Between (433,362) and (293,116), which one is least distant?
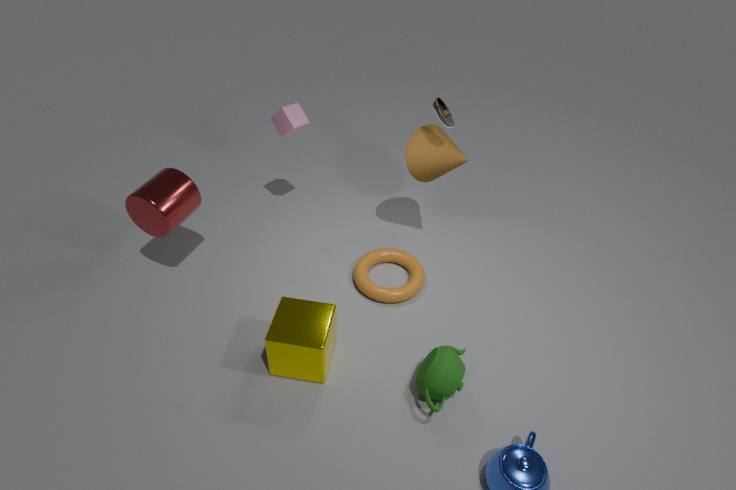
(433,362)
